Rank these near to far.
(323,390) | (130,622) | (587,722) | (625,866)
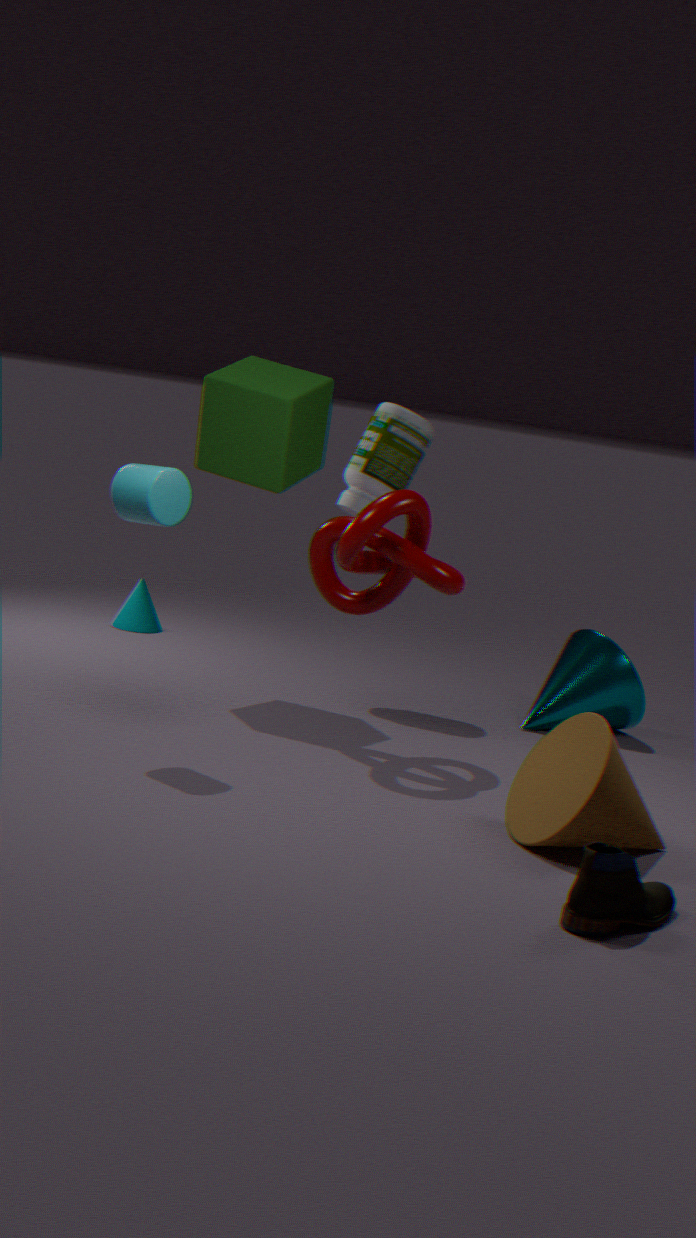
(625,866), (587,722), (323,390), (130,622)
